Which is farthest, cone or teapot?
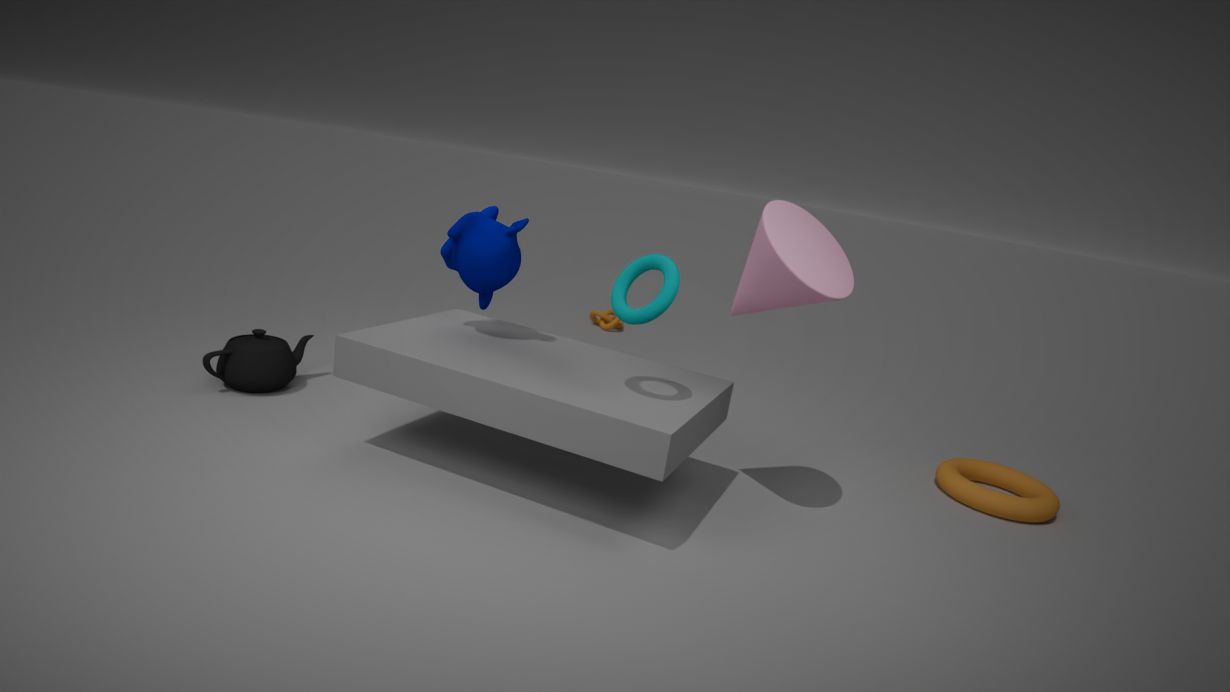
teapot
